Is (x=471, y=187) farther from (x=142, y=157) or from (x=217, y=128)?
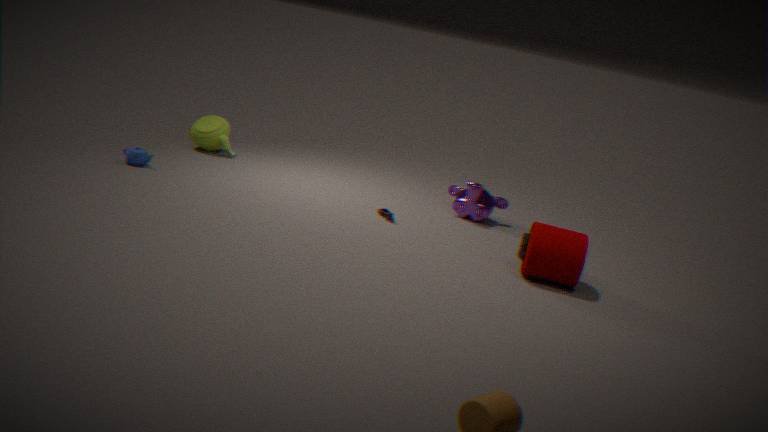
(x=142, y=157)
